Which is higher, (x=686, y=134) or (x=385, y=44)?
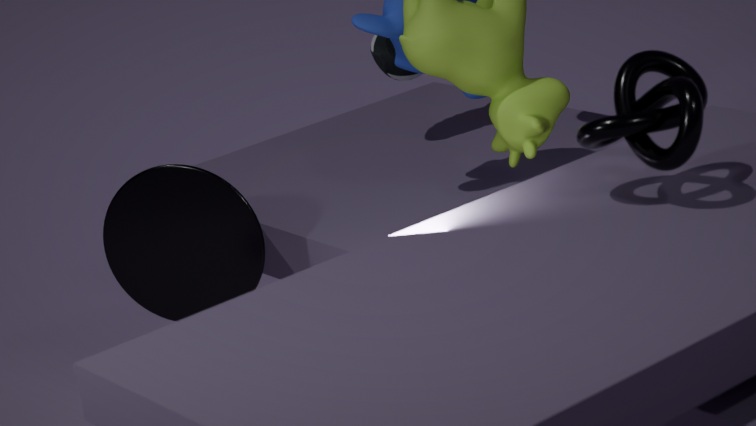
(x=686, y=134)
